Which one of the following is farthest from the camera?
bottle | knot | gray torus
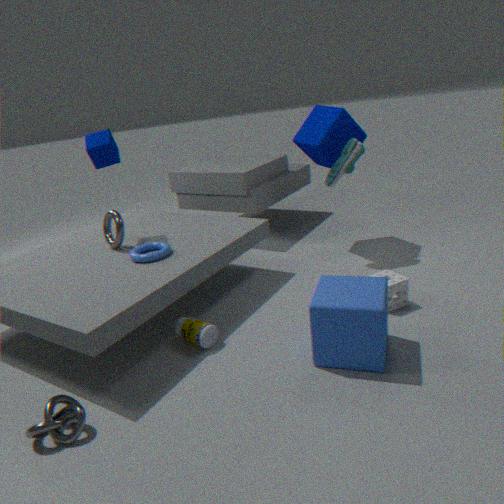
gray torus
